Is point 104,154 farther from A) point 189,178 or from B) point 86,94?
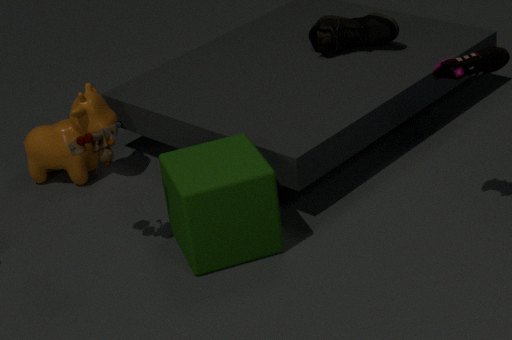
B) point 86,94
